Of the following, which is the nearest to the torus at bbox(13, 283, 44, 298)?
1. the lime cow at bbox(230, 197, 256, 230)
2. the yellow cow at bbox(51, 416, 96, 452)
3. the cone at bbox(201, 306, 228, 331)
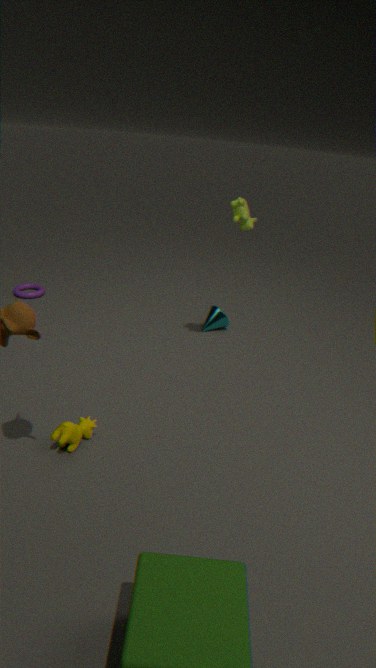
the cone at bbox(201, 306, 228, 331)
